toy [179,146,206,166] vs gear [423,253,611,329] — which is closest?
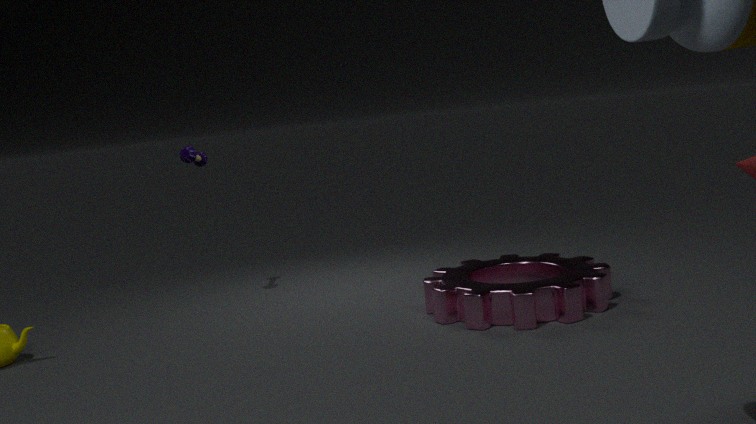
gear [423,253,611,329]
